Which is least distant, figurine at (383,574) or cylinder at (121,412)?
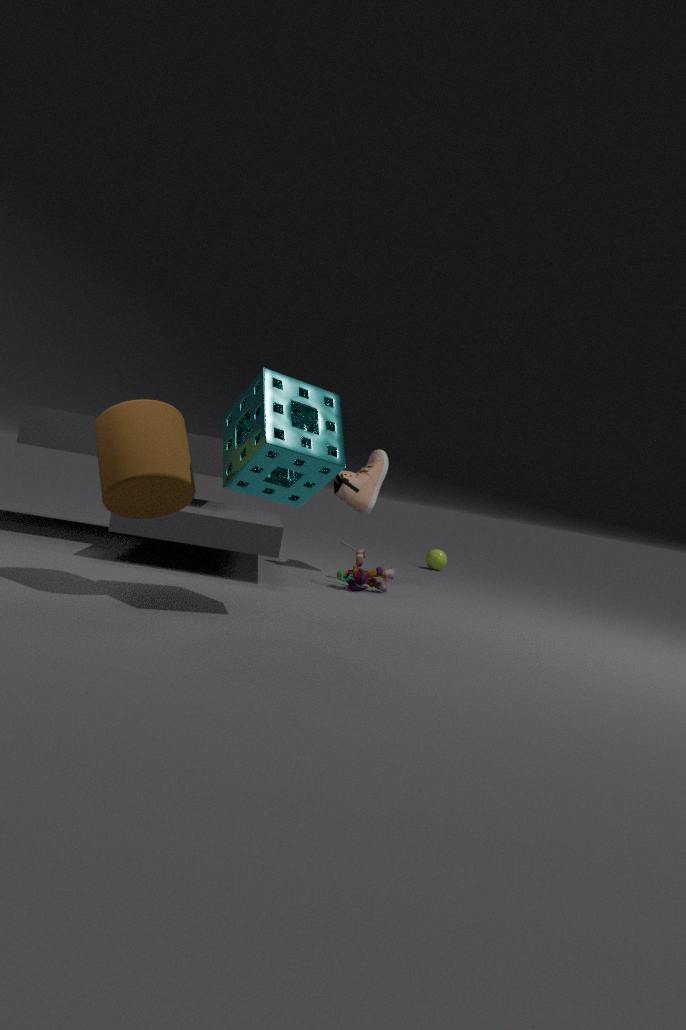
cylinder at (121,412)
